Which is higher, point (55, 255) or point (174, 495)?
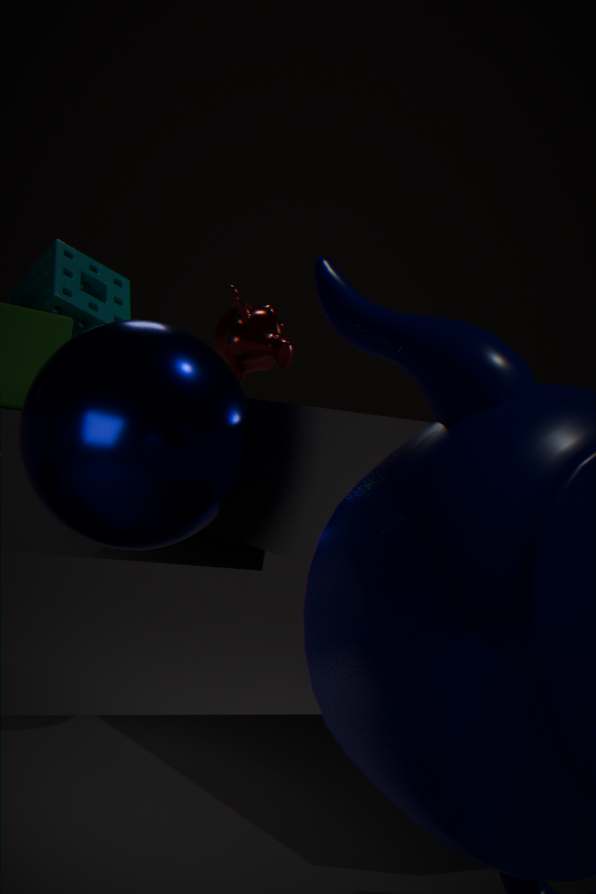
point (55, 255)
